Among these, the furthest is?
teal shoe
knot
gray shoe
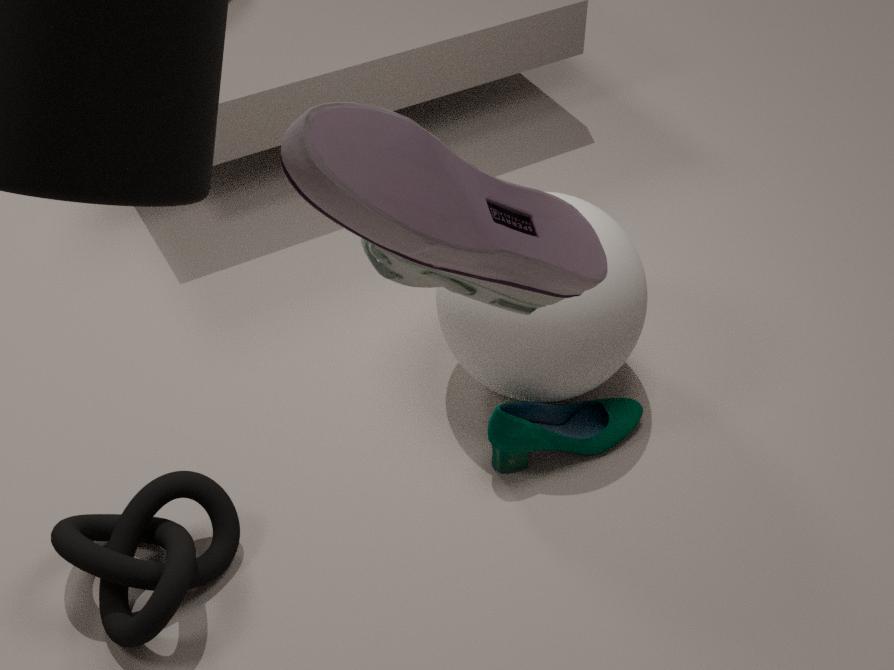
teal shoe
